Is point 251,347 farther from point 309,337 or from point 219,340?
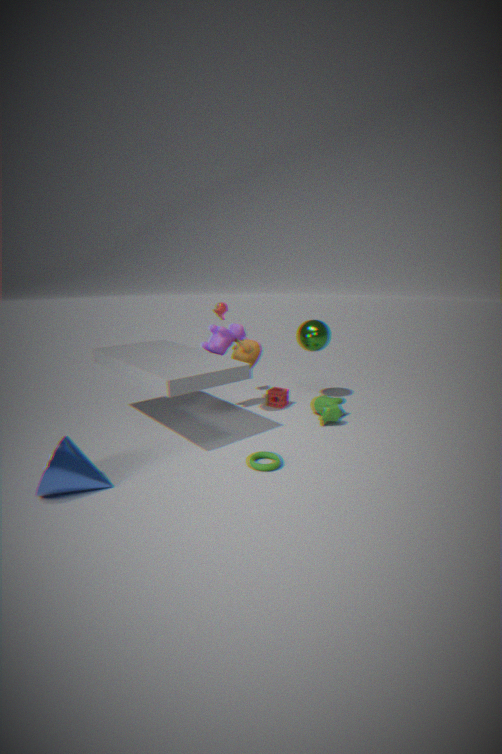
point 309,337
